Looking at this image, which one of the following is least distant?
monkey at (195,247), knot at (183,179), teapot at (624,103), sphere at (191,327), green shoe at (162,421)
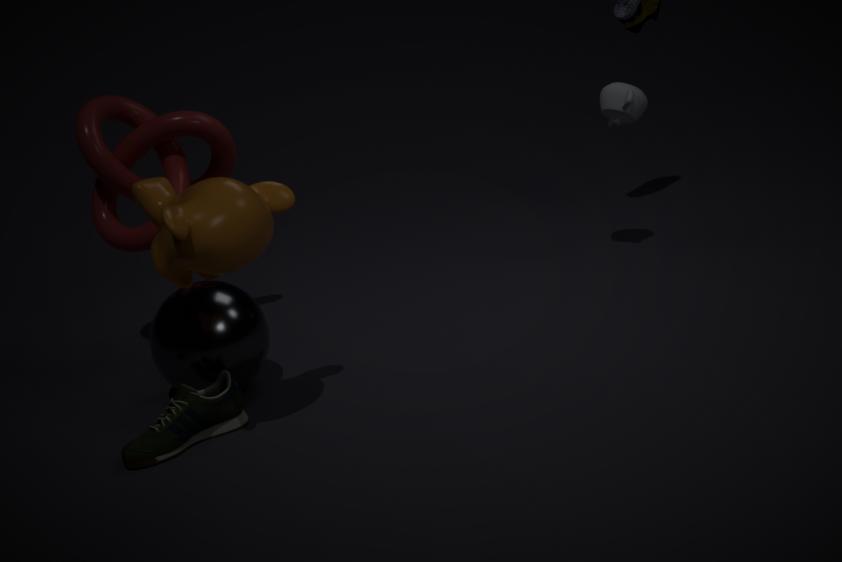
monkey at (195,247)
